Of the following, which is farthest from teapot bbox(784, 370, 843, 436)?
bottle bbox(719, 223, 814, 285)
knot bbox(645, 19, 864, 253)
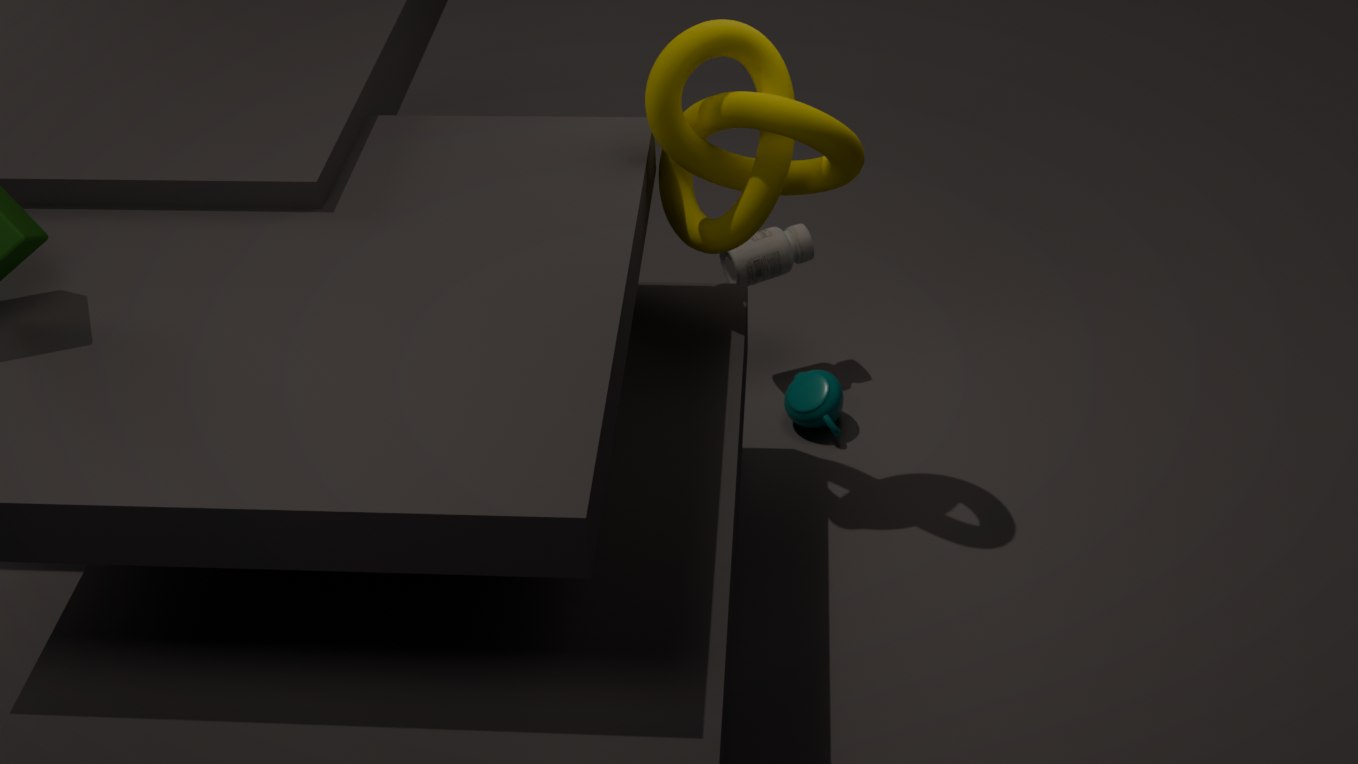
knot bbox(645, 19, 864, 253)
